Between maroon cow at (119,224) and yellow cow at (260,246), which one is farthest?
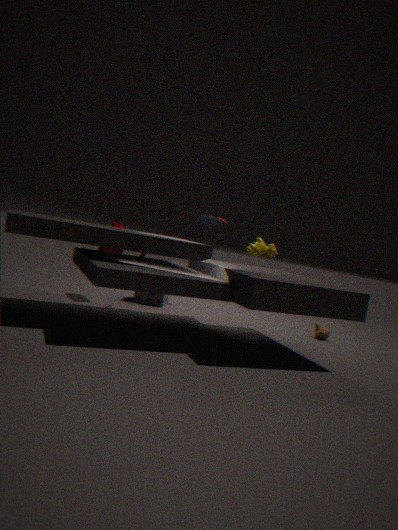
maroon cow at (119,224)
